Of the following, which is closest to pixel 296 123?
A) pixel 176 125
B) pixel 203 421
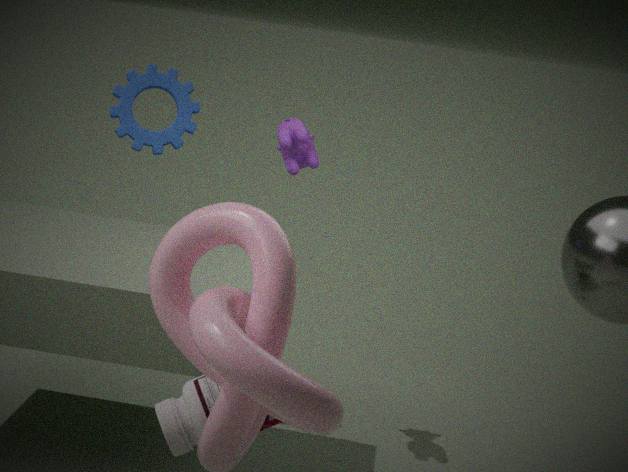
pixel 176 125
